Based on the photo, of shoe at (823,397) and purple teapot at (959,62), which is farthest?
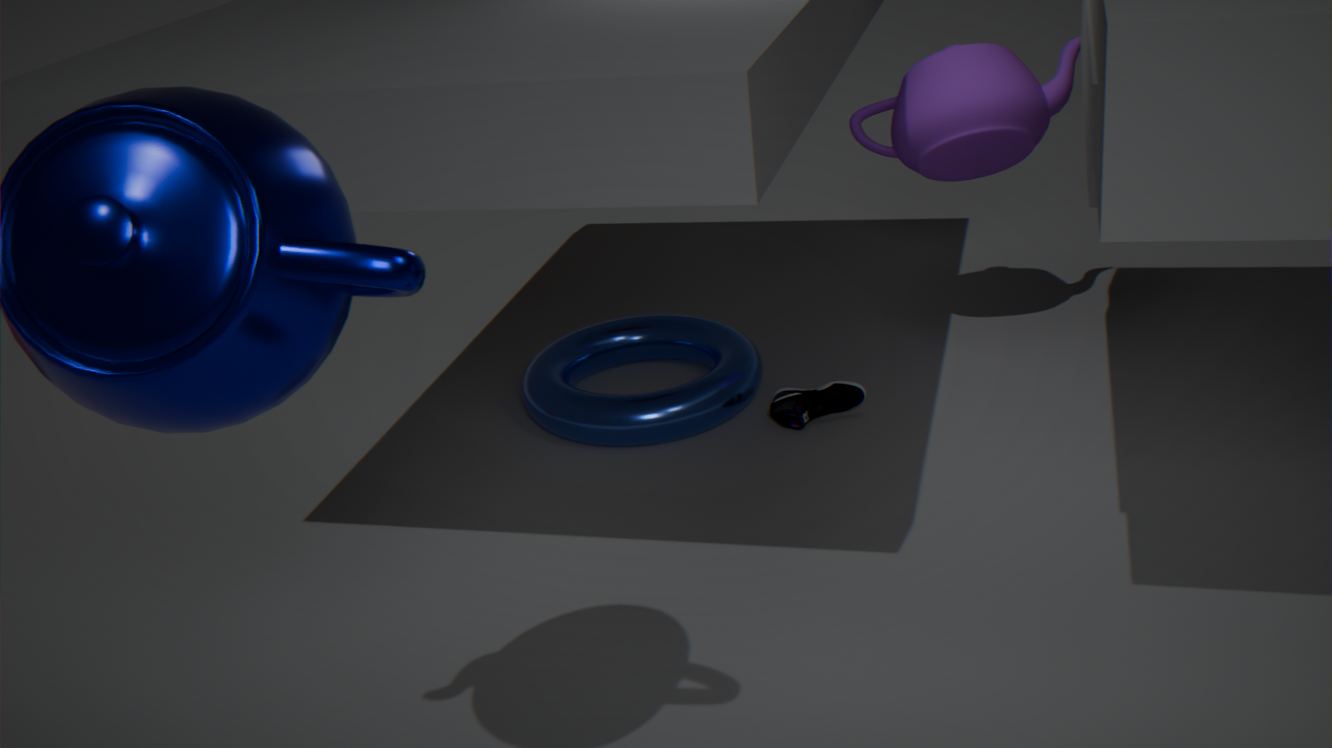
shoe at (823,397)
